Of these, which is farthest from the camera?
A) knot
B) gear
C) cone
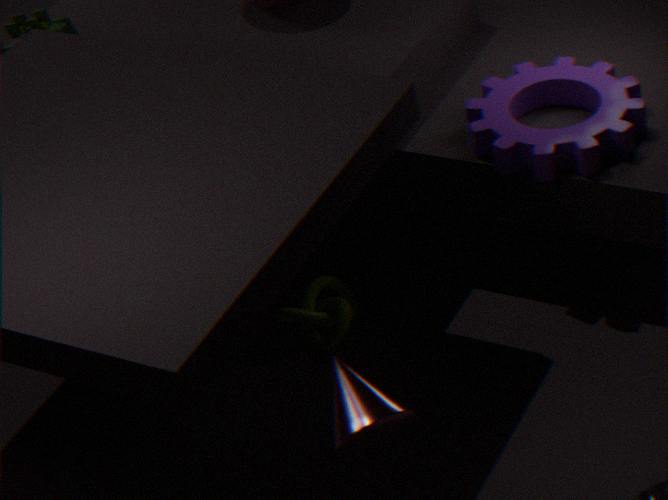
knot
